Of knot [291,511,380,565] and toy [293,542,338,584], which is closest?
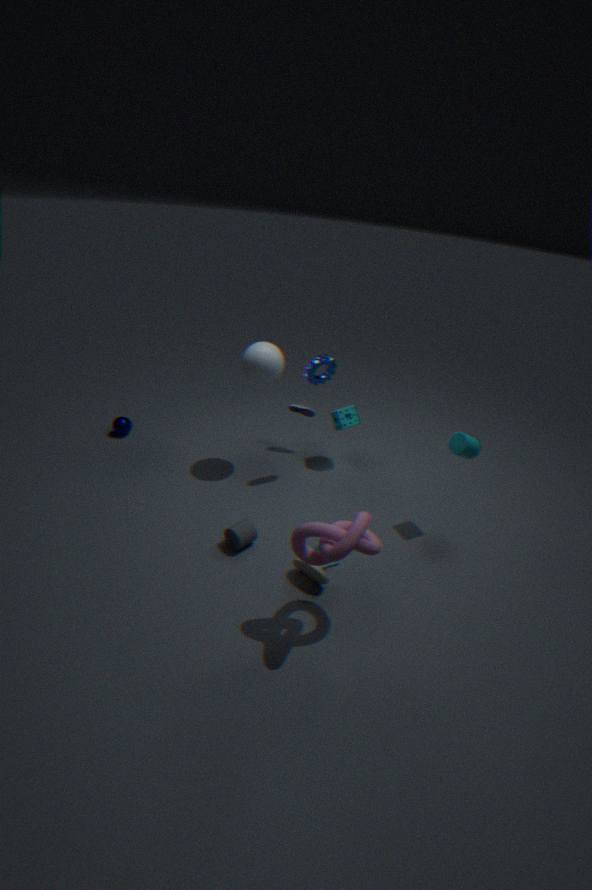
knot [291,511,380,565]
